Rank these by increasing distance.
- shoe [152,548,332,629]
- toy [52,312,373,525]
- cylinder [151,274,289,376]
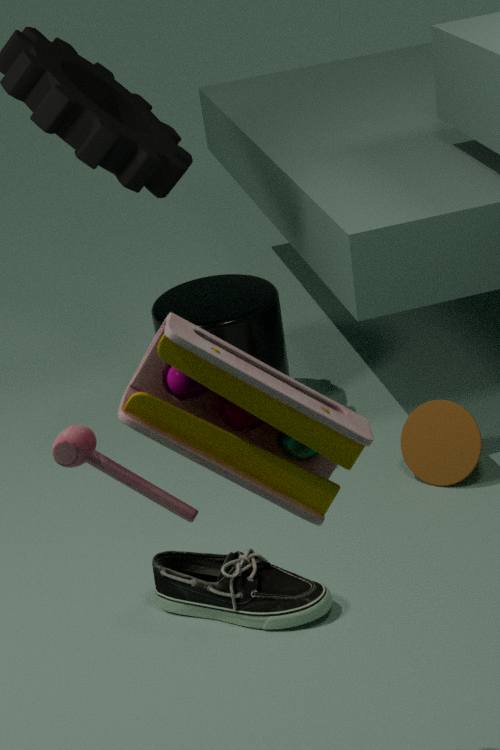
1. toy [52,312,373,525]
2. shoe [152,548,332,629]
3. cylinder [151,274,289,376]
